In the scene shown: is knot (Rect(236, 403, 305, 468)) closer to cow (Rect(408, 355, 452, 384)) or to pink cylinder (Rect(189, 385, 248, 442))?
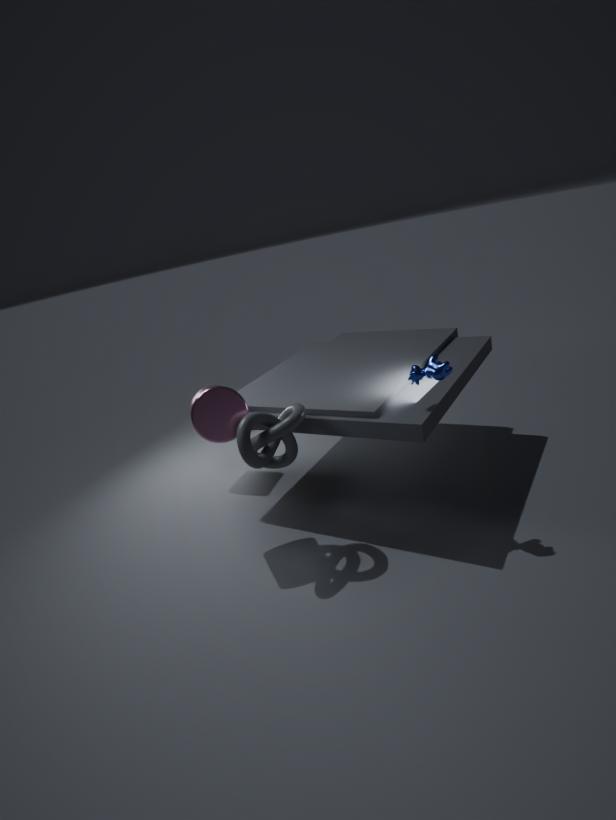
pink cylinder (Rect(189, 385, 248, 442))
